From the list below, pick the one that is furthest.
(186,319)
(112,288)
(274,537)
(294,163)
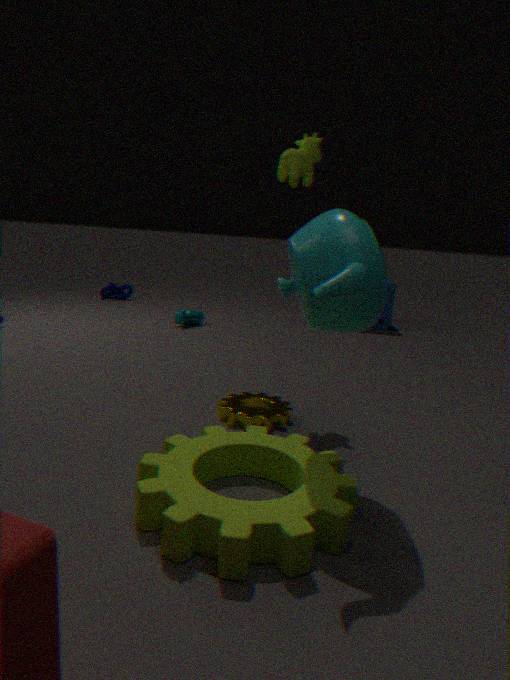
(112,288)
